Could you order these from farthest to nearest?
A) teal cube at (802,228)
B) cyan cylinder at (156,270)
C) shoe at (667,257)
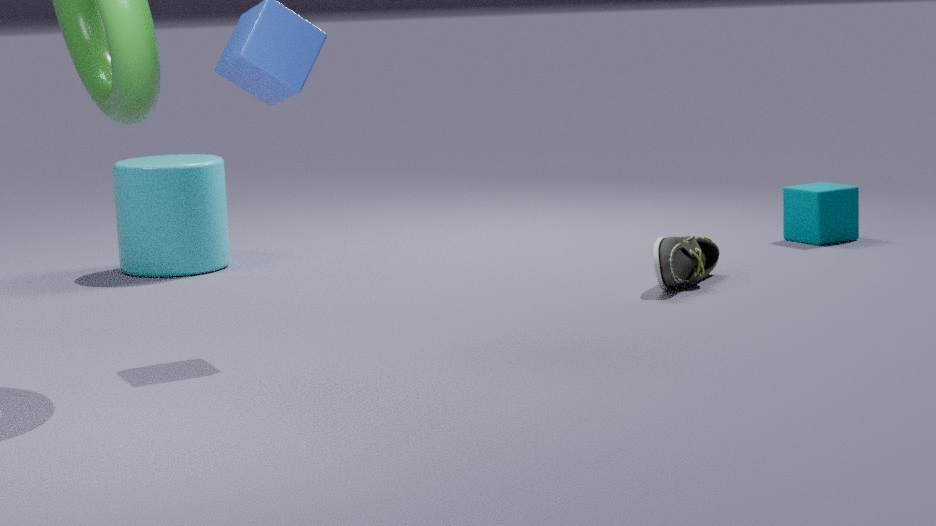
teal cube at (802,228)
cyan cylinder at (156,270)
shoe at (667,257)
